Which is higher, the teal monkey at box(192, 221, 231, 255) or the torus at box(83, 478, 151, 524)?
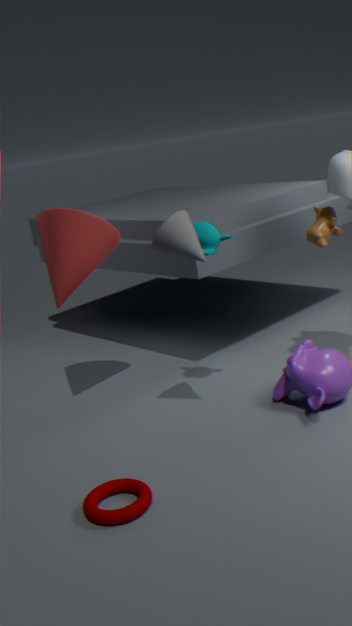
the teal monkey at box(192, 221, 231, 255)
